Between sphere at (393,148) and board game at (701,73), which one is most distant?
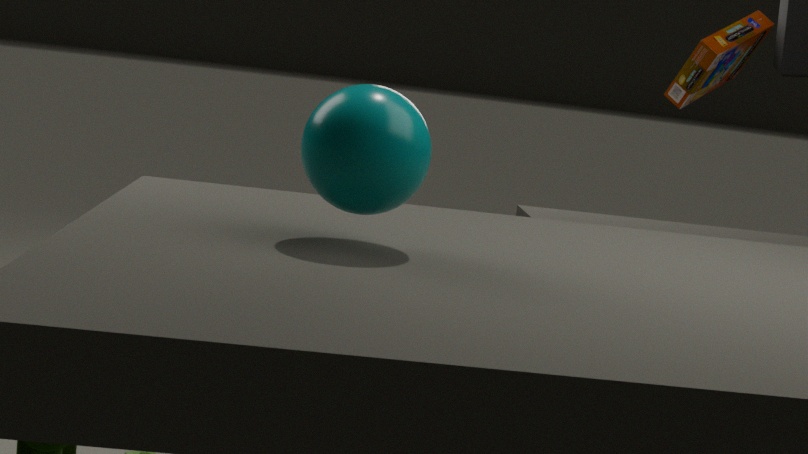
board game at (701,73)
